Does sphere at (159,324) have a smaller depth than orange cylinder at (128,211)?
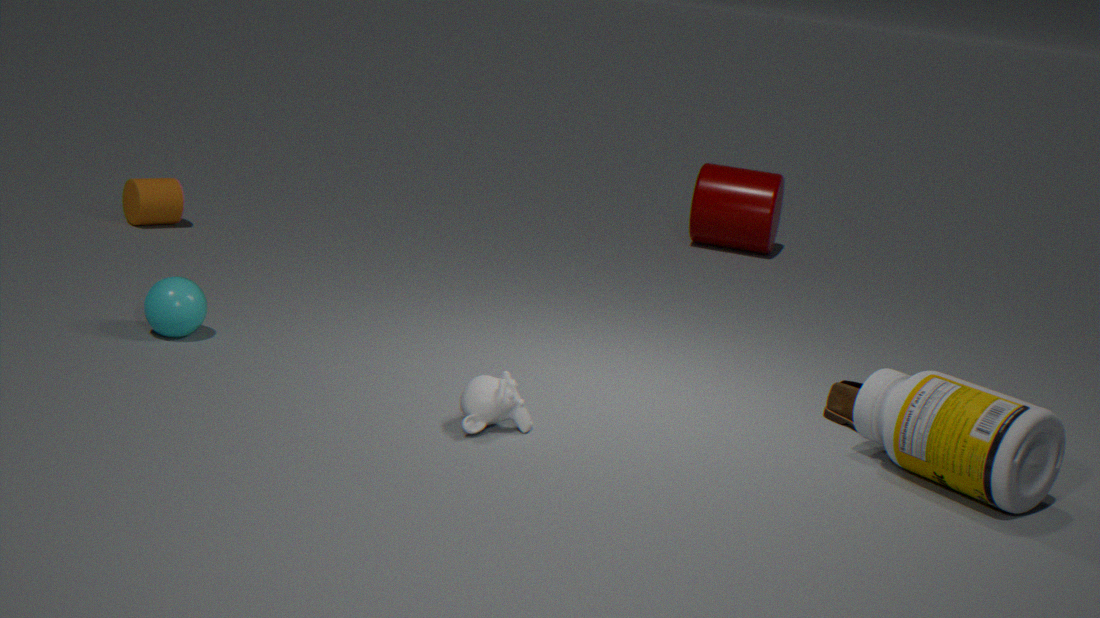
Yes
